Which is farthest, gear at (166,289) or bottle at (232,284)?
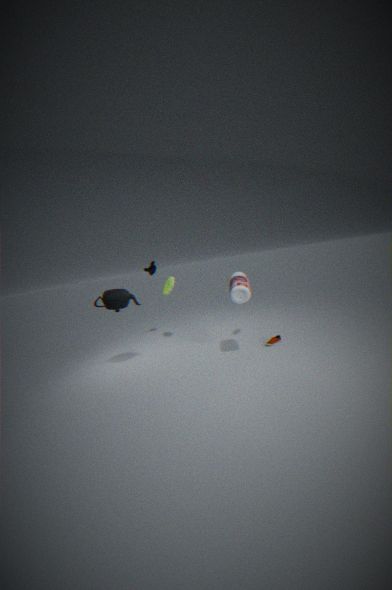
gear at (166,289)
